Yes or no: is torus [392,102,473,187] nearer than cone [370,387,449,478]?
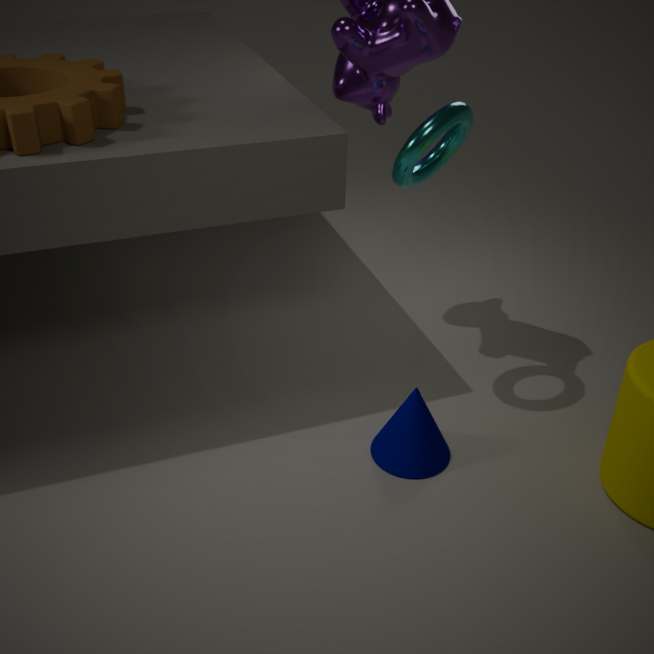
Yes
